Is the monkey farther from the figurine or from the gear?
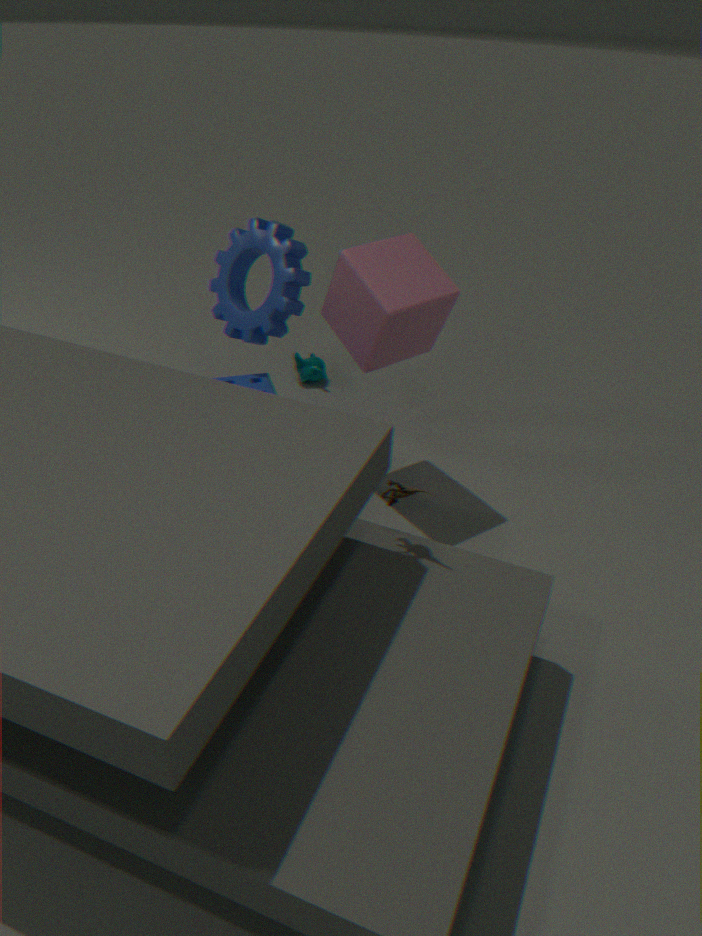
the figurine
